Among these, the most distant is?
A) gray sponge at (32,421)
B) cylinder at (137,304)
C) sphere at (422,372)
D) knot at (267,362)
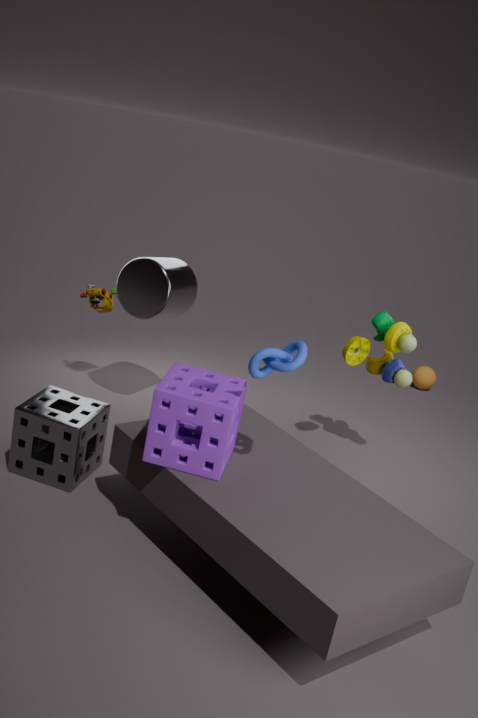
sphere at (422,372)
